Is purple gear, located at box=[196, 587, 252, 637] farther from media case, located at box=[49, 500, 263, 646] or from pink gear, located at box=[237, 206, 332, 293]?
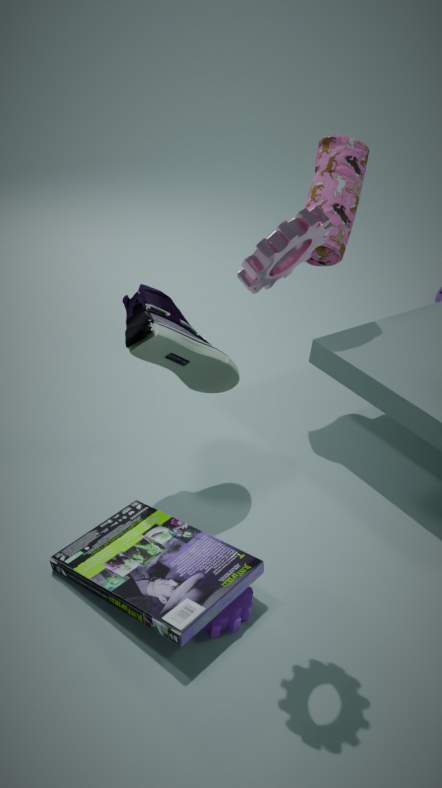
pink gear, located at box=[237, 206, 332, 293]
